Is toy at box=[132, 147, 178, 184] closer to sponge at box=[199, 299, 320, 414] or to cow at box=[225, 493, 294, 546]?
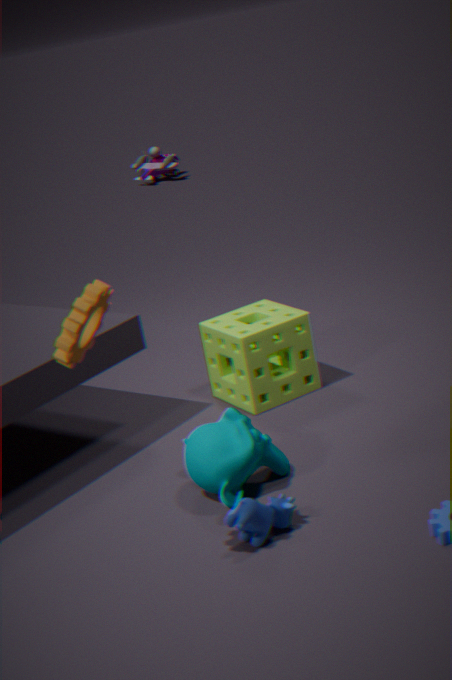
sponge at box=[199, 299, 320, 414]
